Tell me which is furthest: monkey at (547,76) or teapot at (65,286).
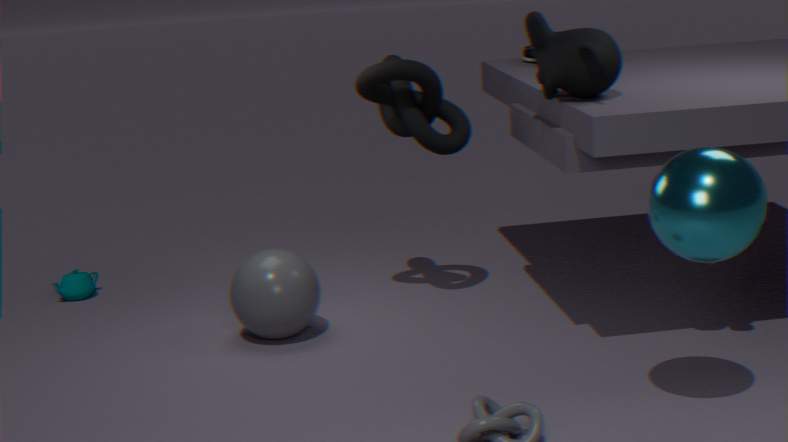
teapot at (65,286)
